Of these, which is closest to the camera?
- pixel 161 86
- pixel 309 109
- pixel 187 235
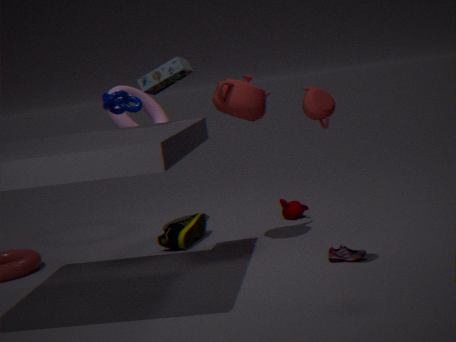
pixel 309 109
